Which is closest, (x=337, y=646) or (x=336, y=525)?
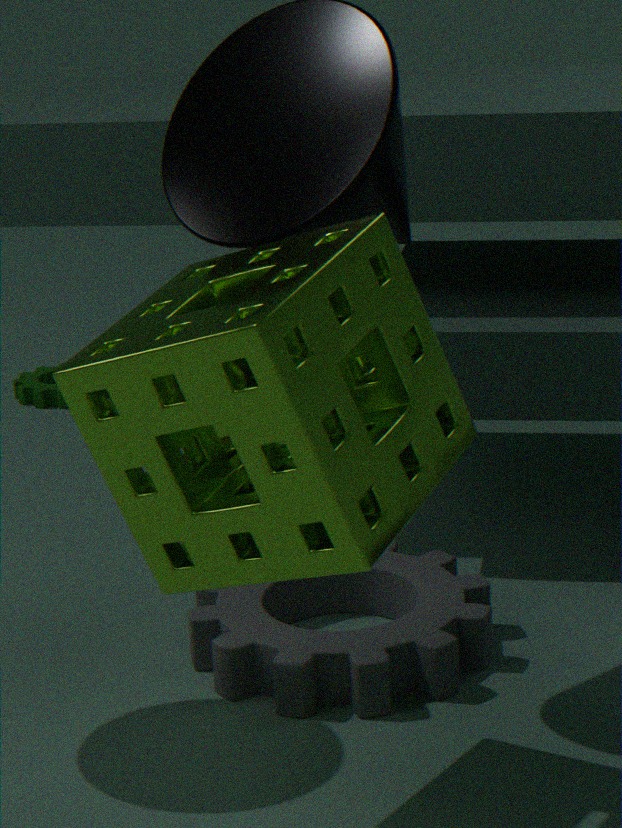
(x=336, y=525)
